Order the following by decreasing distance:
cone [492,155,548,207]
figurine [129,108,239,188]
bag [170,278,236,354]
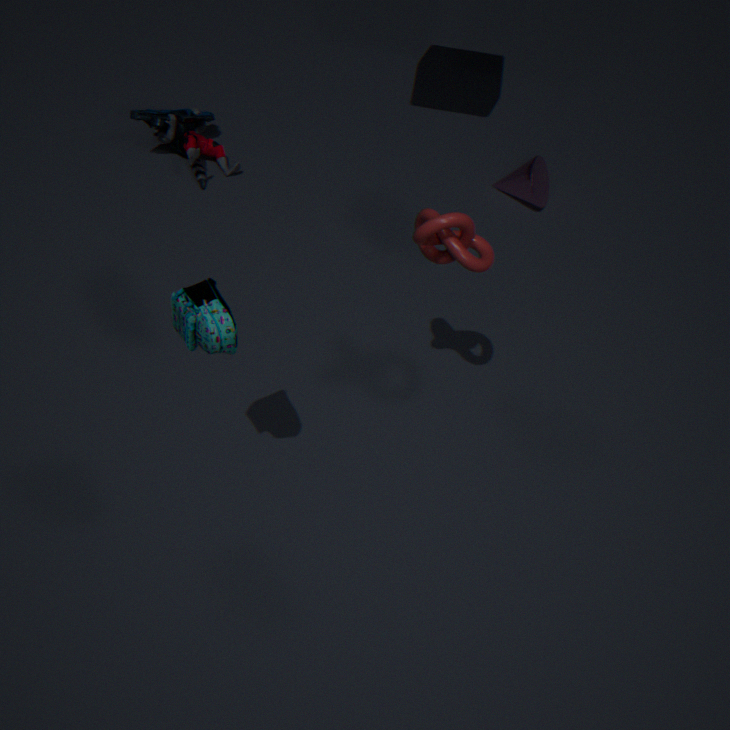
cone [492,155,548,207], figurine [129,108,239,188], bag [170,278,236,354]
